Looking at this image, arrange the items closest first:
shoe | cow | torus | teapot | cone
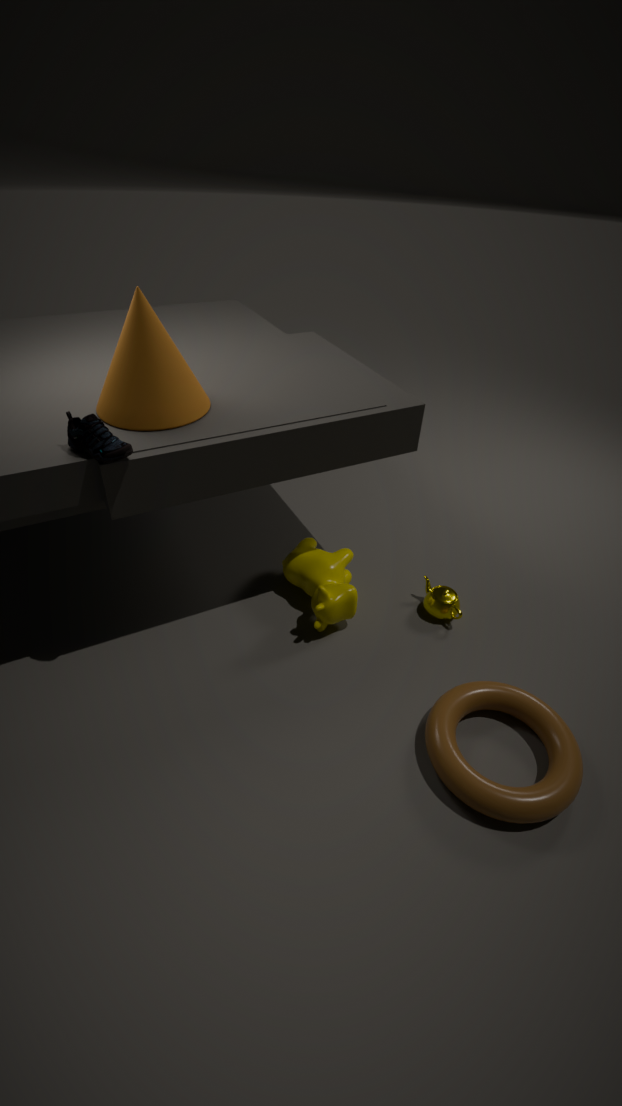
1. torus
2. shoe
3. cone
4. cow
5. teapot
